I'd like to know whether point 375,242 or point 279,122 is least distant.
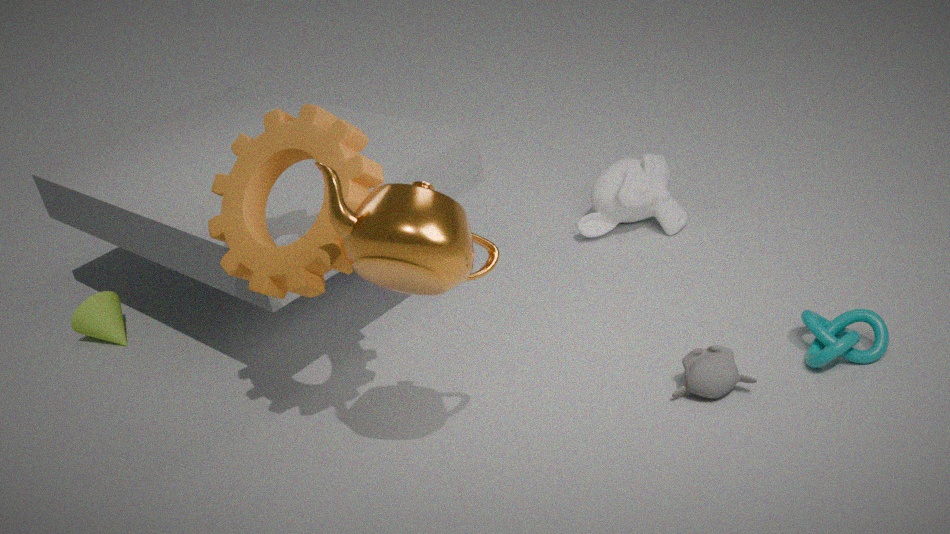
point 375,242
